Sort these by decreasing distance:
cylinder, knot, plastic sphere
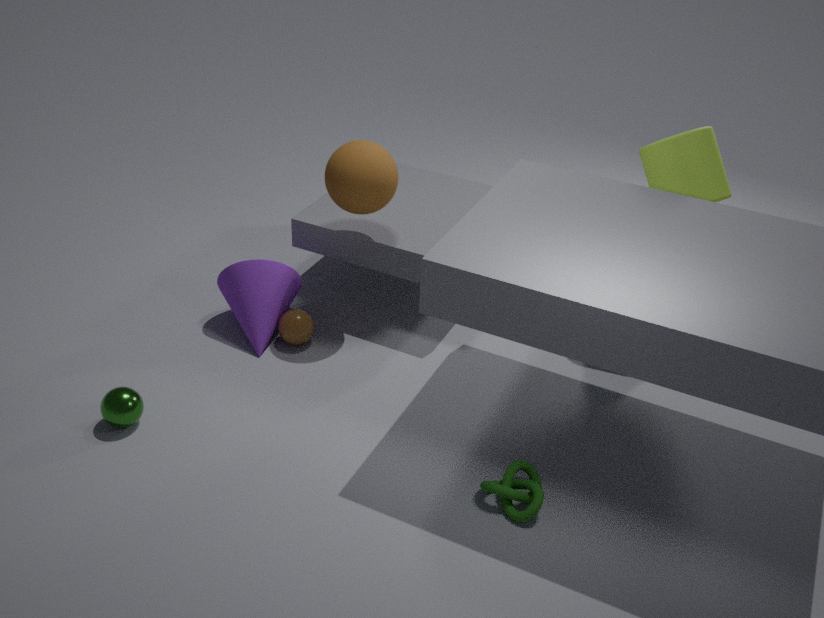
1. plastic sphere
2. cylinder
3. knot
